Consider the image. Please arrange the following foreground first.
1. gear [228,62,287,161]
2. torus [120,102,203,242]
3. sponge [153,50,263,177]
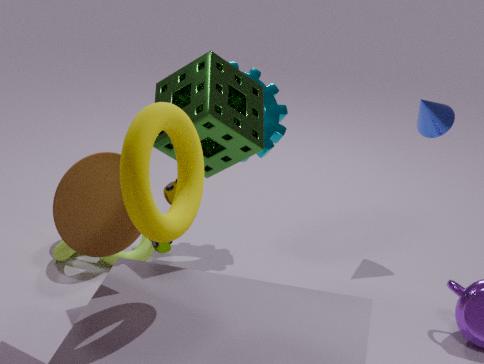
torus [120,102,203,242], sponge [153,50,263,177], gear [228,62,287,161]
